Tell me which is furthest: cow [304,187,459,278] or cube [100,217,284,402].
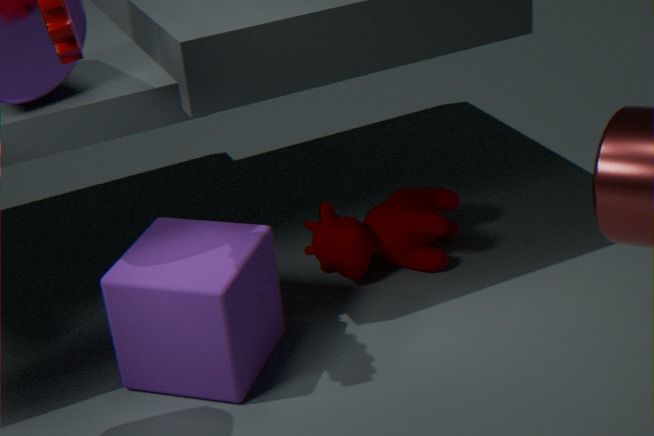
cow [304,187,459,278]
